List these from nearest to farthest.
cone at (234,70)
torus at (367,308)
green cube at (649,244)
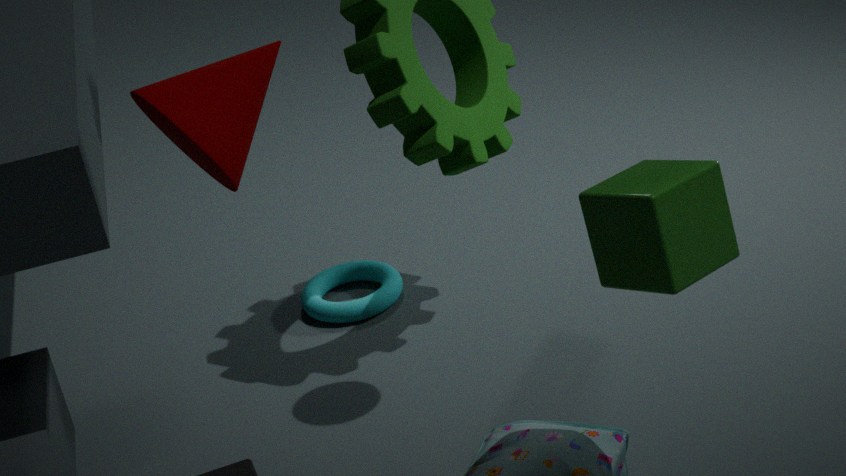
cone at (234,70), green cube at (649,244), torus at (367,308)
